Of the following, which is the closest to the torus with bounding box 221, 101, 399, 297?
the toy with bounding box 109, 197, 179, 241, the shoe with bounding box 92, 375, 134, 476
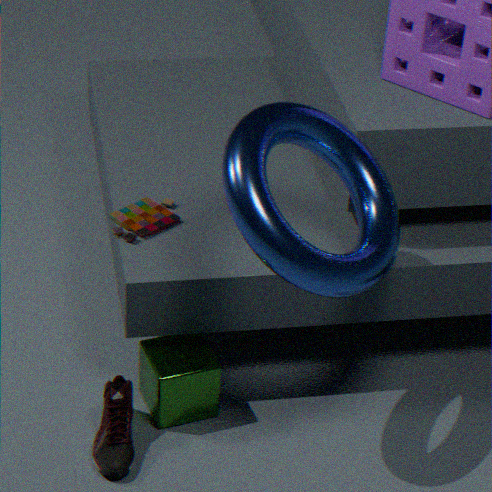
the toy with bounding box 109, 197, 179, 241
